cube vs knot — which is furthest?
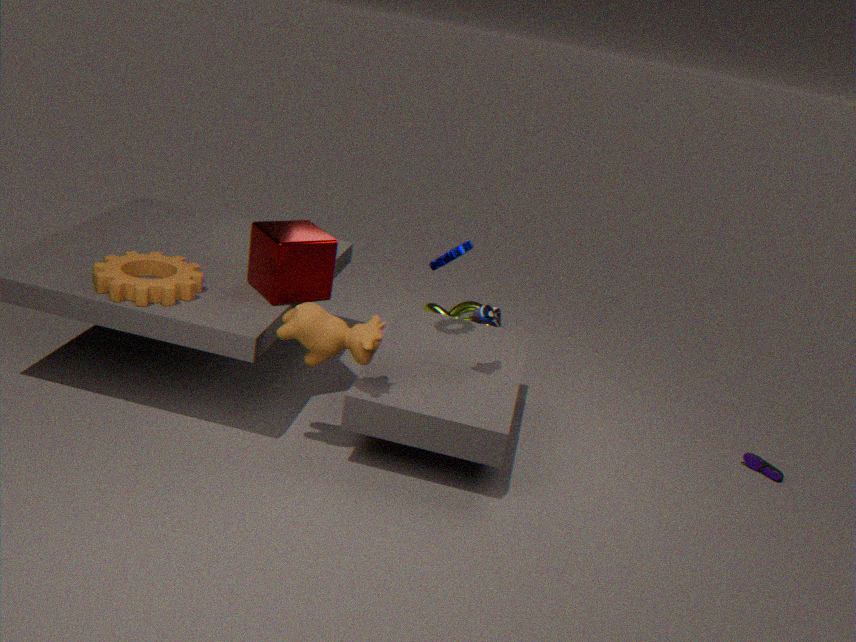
knot
